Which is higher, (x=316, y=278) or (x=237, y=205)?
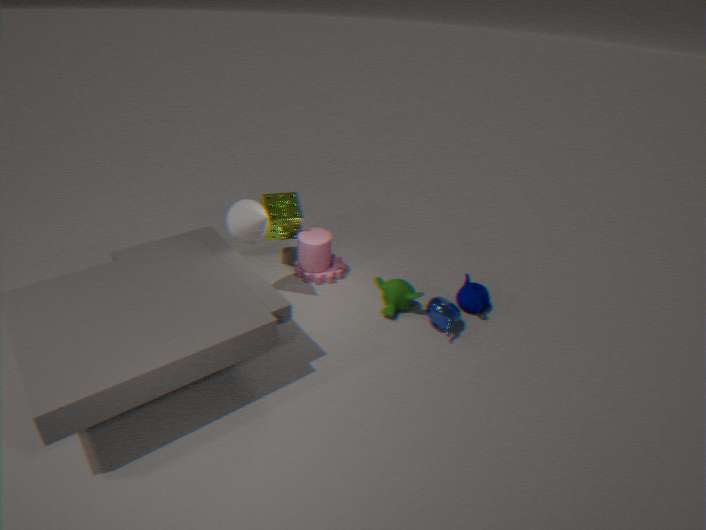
(x=237, y=205)
